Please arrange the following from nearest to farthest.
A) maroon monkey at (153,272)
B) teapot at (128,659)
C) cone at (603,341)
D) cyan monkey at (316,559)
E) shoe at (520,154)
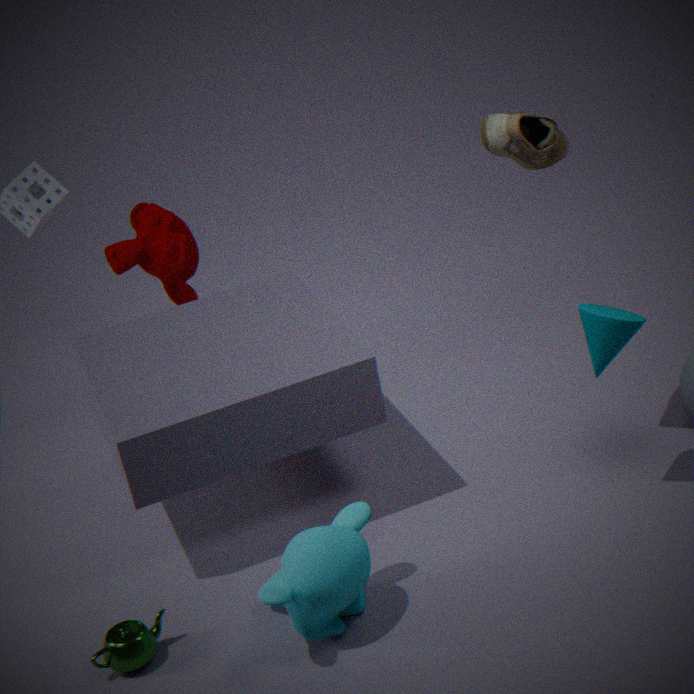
cyan monkey at (316,559), teapot at (128,659), cone at (603,341), shoe at (520,154), maroon monkey at (153,272)
